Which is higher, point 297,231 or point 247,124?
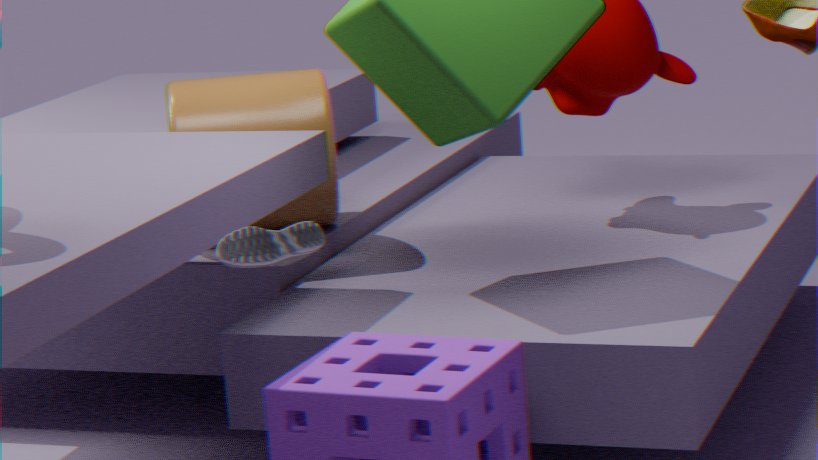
point 297,231
